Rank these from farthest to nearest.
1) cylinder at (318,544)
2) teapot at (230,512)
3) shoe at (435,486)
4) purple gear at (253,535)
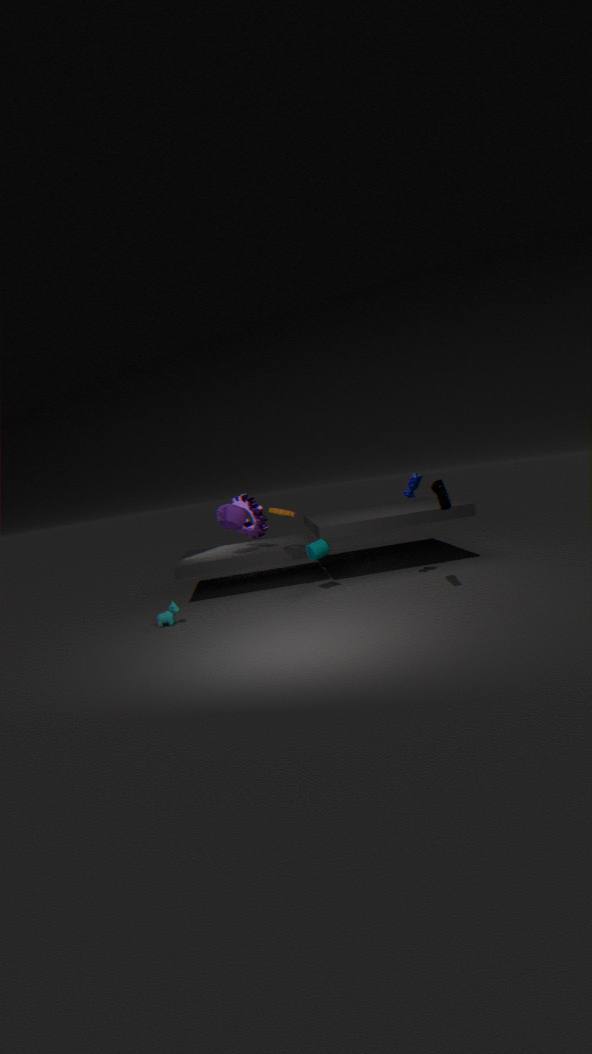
4. purple gear at (253,535)
2. teapot at (230,512)
1. cylinder at (318,544)
3. shoe at (435,486)
